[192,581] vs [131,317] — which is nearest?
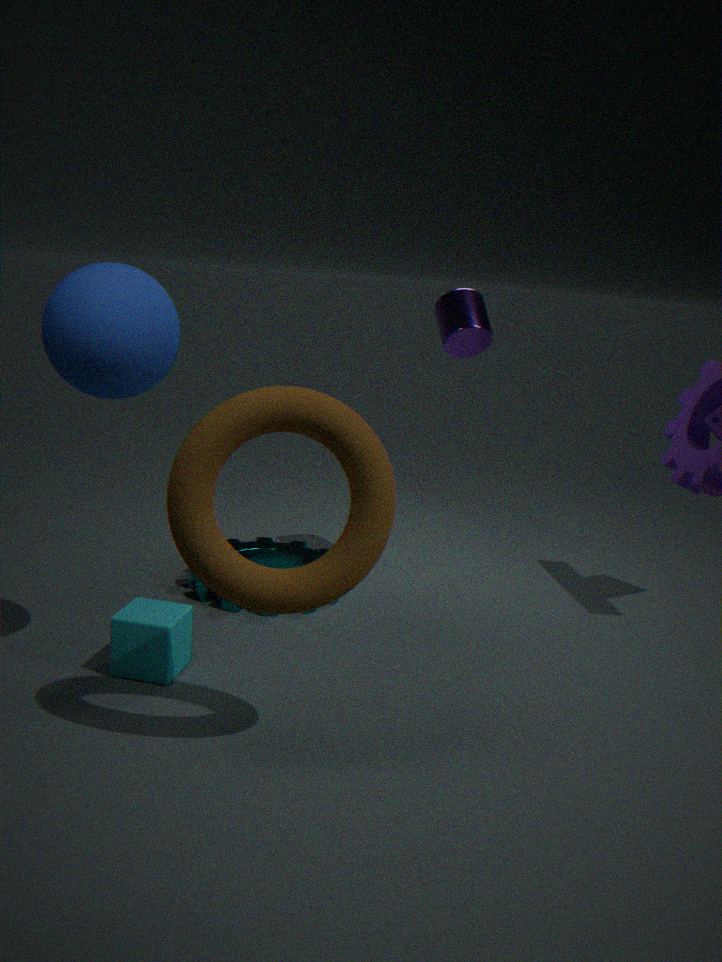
[131,317]
